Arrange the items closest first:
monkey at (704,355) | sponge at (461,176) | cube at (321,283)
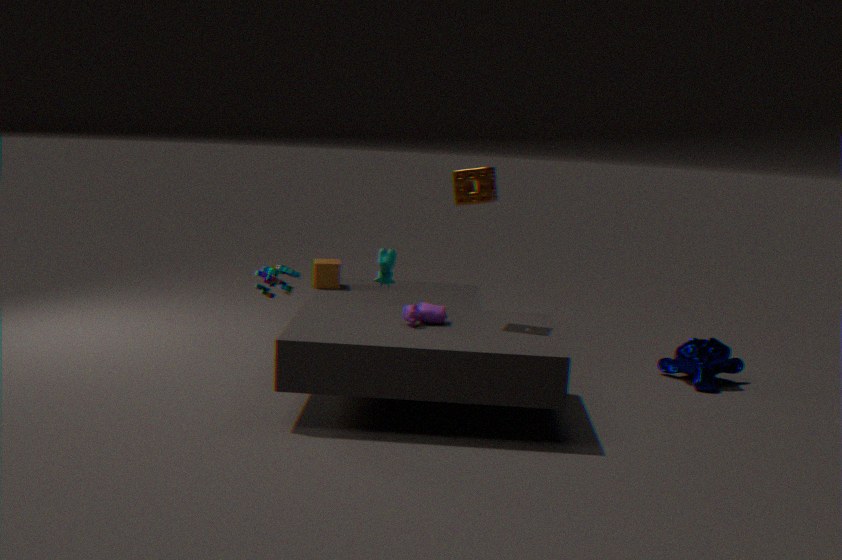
sponge at (461,176) < monkey at (704,355) < cube at (321,283)
